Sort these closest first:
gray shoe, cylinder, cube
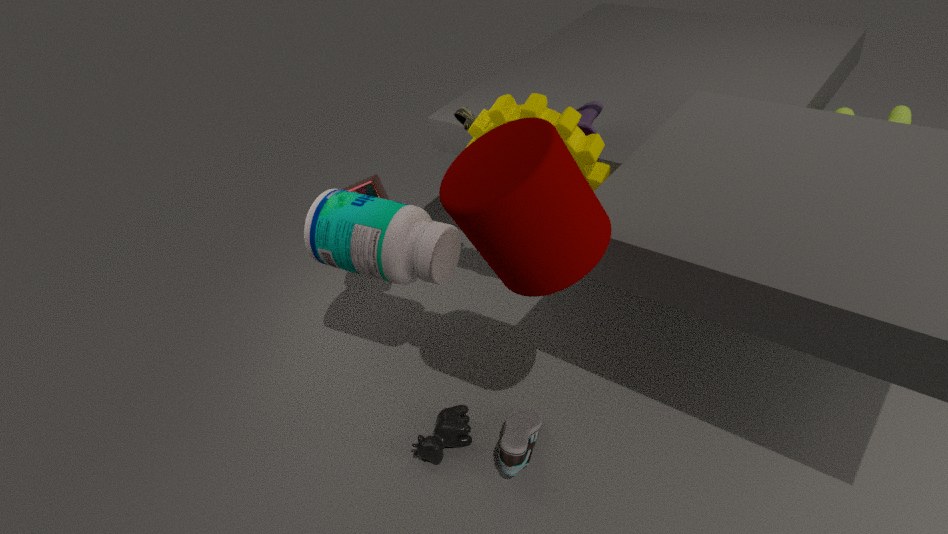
cylinder
gray shoe
cube
